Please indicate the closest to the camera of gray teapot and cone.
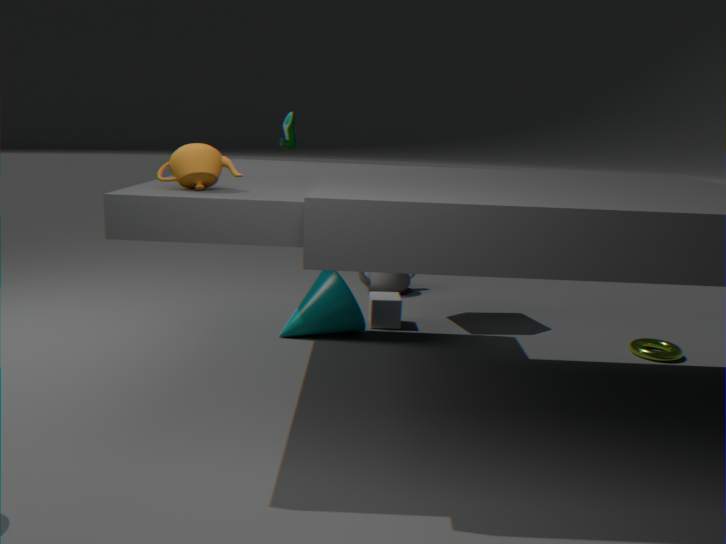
cone
